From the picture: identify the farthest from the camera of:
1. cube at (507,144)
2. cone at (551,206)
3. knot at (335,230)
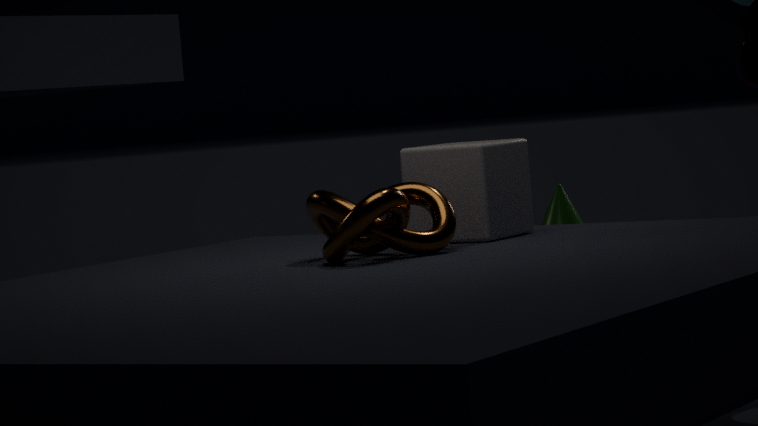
cone at (551,206)
